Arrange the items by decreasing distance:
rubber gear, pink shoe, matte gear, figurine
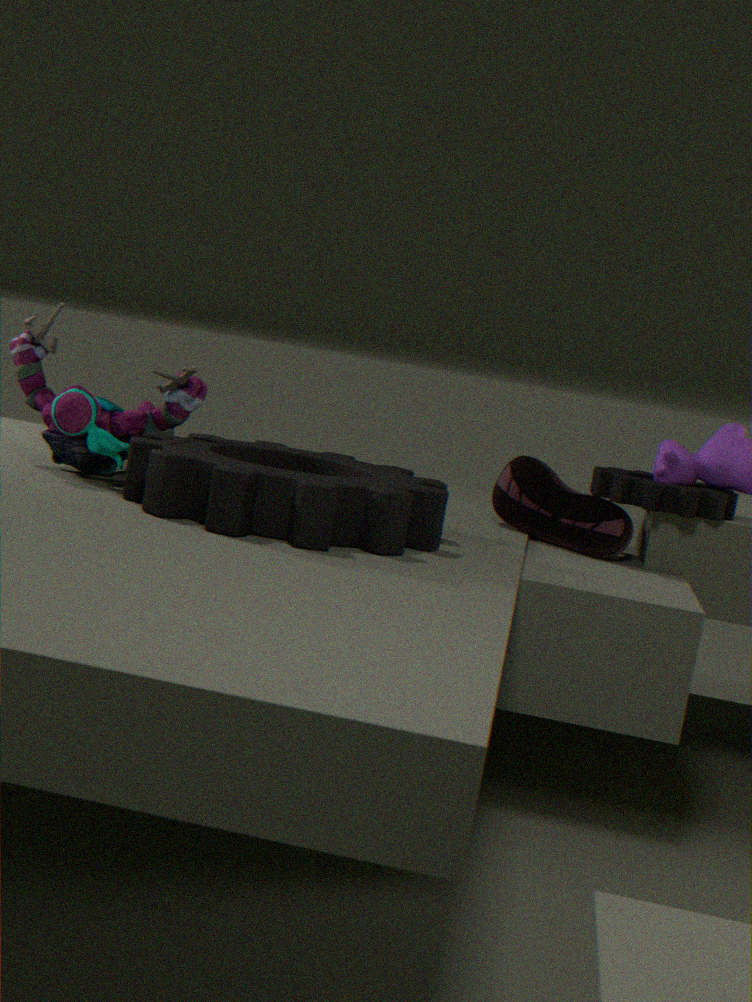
pink shoe < matte gear < figurine < rubber gear
